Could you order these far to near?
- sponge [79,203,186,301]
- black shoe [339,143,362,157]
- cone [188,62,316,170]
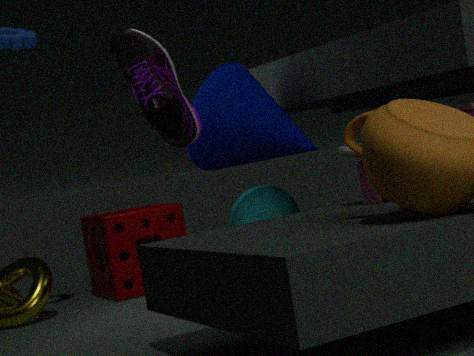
1. sponge [79,203,186,301]
2. cone [188,62,316,170]
3. black shoe [339,143,362,157]
